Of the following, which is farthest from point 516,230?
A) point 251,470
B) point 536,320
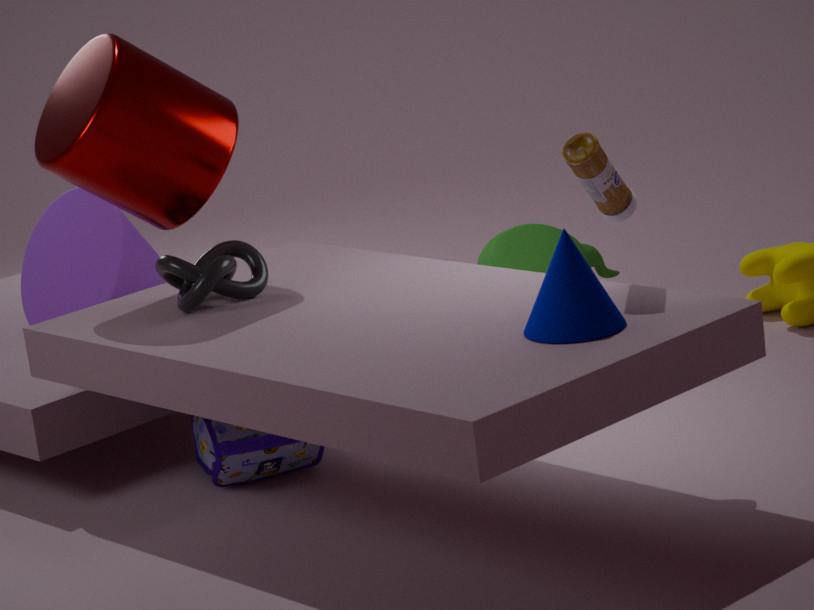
point 536,320
